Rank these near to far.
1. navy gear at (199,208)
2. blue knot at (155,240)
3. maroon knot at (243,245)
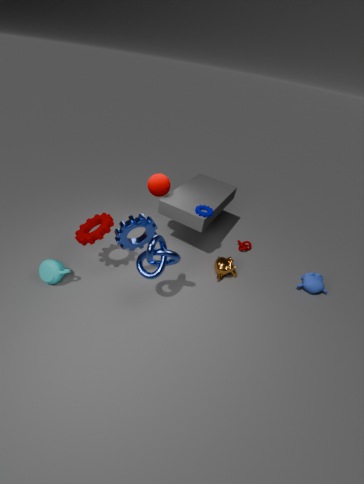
blue knot at (155,240)
navy gear at (199,208)
maroon knot at (243,245)
